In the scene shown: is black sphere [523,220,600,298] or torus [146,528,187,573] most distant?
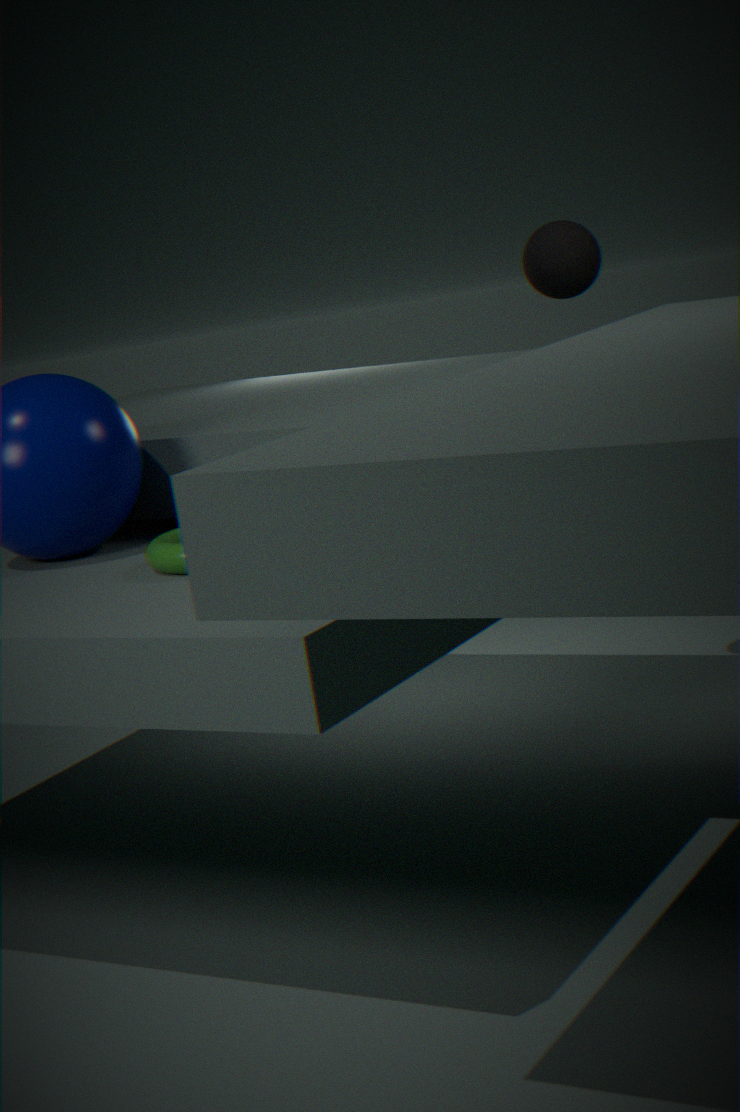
black sphere [523,220,600,298]
